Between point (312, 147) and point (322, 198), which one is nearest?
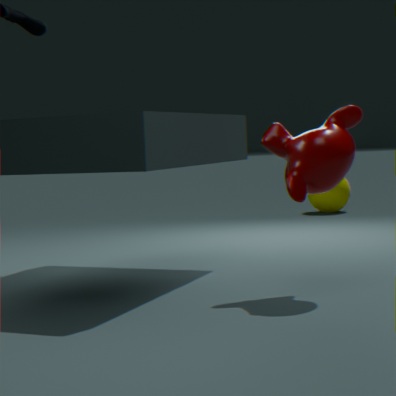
point (312, 147)
